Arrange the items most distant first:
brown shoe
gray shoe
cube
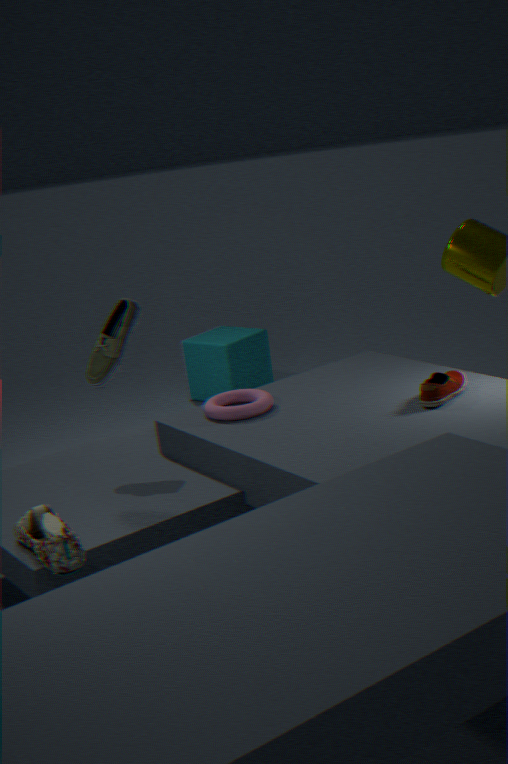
1. cube
2. brown shoe
3. gray shoe
